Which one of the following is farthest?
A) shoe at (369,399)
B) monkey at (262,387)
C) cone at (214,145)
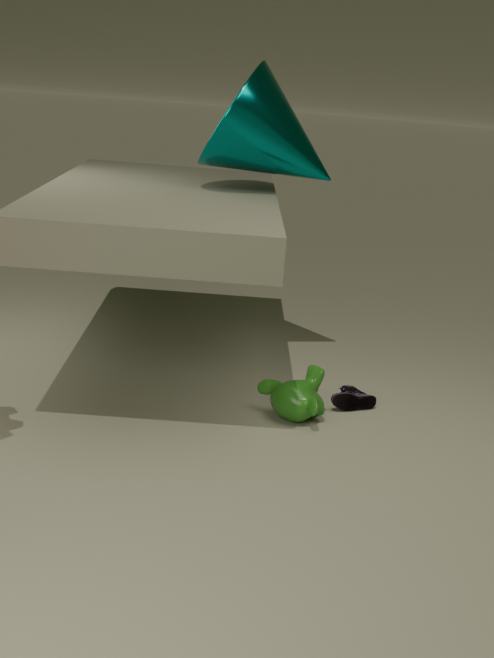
cone at (214,145)
